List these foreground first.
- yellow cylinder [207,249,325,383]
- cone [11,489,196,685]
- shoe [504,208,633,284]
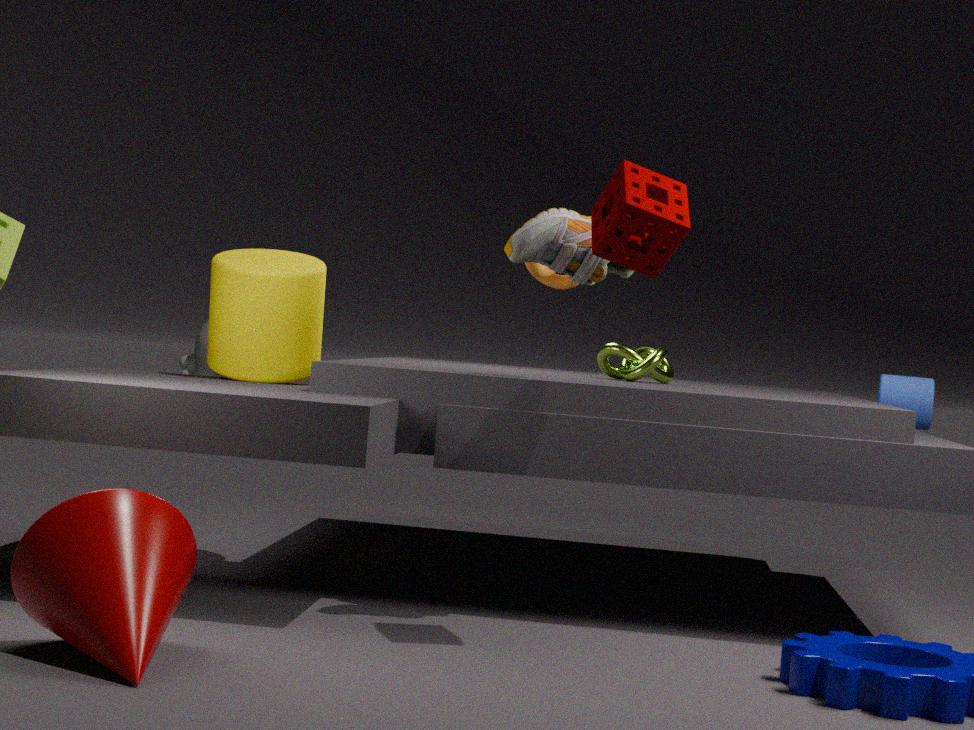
cone [11,489,196,685] → shoe [504,208,633,284] → yellow cylinder [207,249,325,383]
